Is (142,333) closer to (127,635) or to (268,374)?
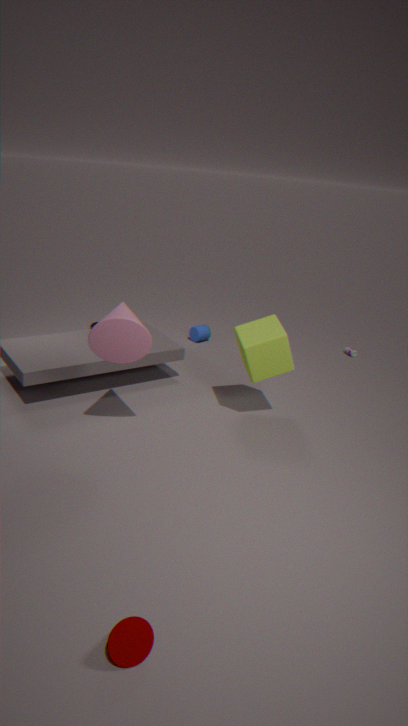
(268,374)
